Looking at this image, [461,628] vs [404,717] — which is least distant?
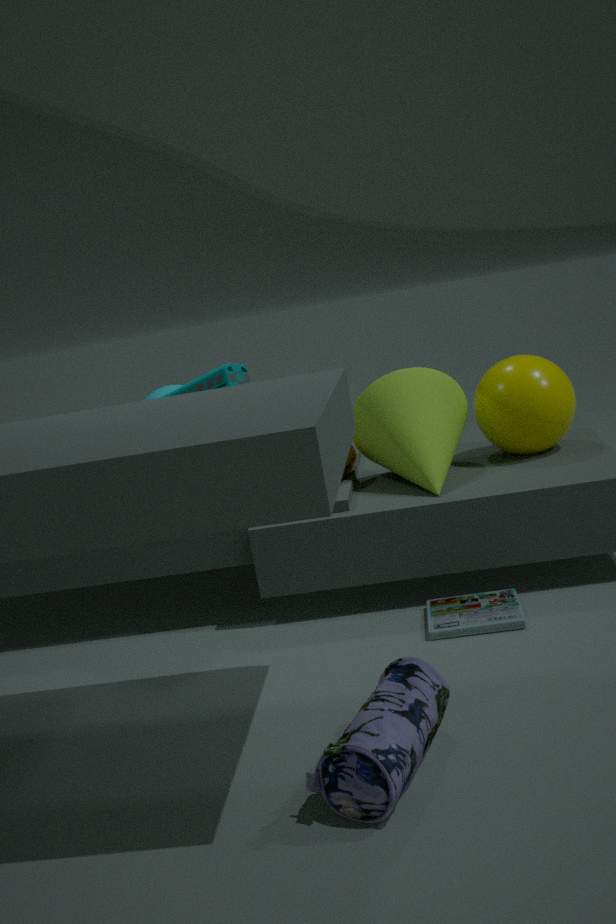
[404,717]
